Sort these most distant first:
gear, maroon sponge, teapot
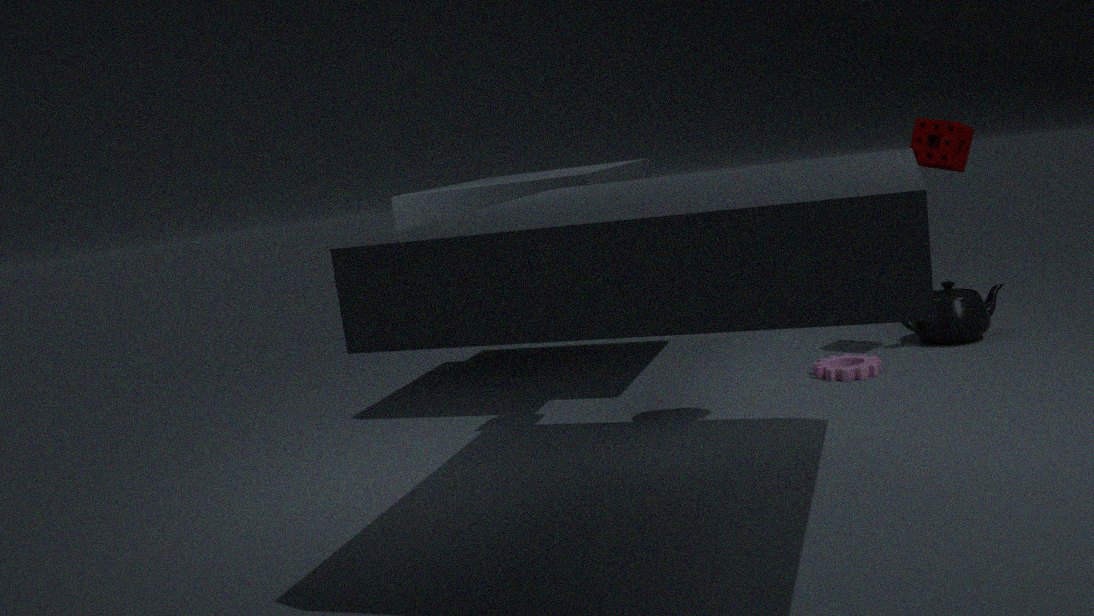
teapot
maroon sponge
gear
